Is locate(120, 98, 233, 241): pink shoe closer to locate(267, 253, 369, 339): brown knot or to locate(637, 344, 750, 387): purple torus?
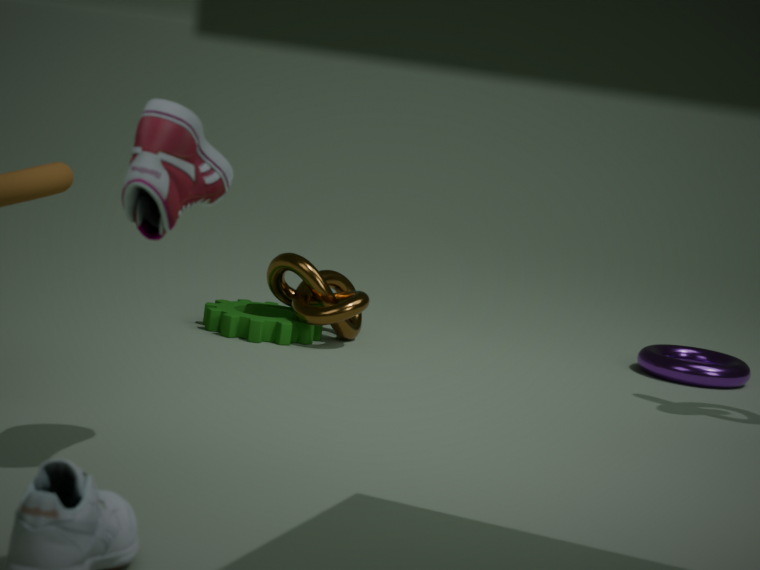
locate(267, 253, 369, 339): brown knot
